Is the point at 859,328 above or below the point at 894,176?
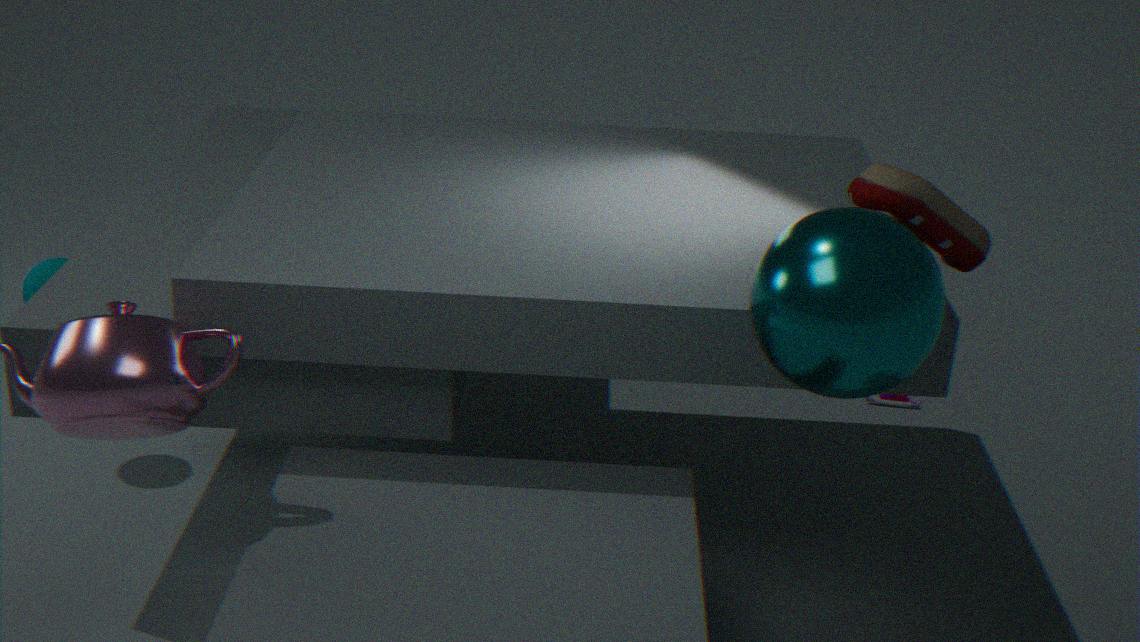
below
